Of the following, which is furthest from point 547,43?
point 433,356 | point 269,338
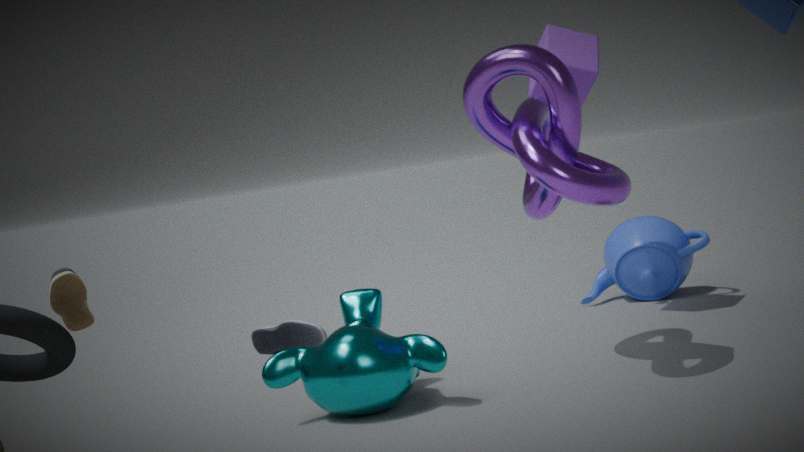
point 269,338
